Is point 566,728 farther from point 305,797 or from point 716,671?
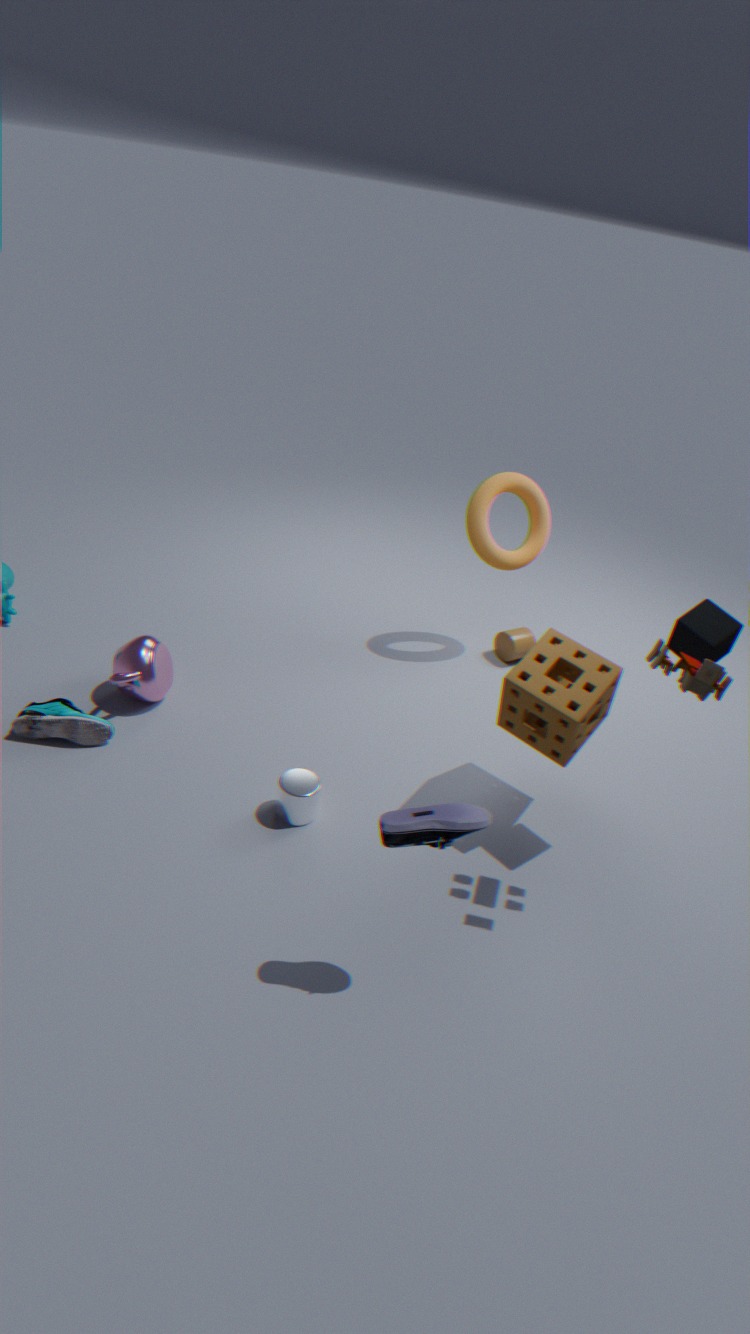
point 305,797
